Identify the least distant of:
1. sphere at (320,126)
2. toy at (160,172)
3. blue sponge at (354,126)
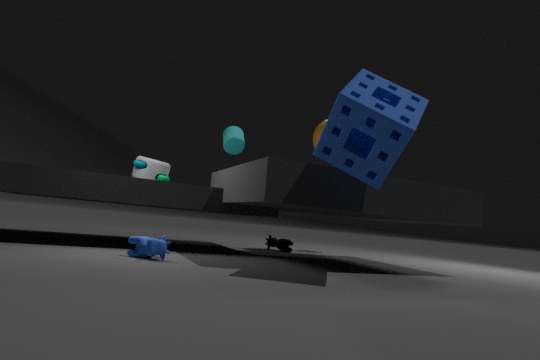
blue sponge at (354,126)
